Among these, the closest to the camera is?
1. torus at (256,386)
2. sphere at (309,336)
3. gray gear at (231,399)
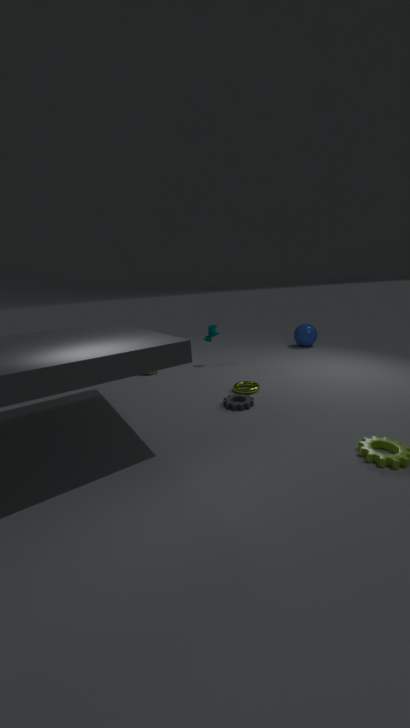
gray gear at (231,399)
